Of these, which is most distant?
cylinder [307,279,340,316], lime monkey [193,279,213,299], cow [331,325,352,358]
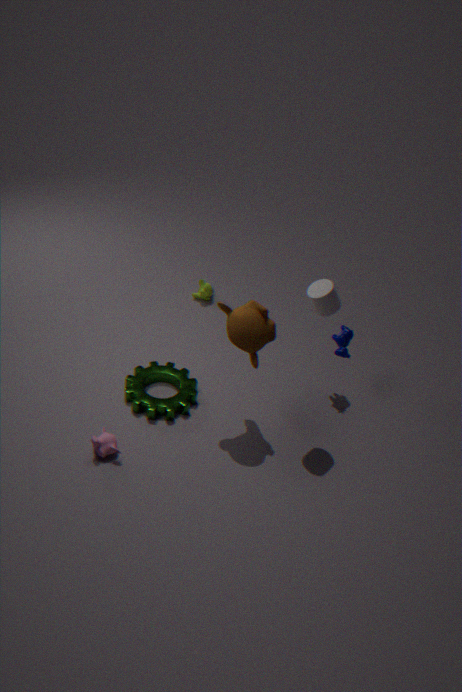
lime monkey [193,279,213,299]
